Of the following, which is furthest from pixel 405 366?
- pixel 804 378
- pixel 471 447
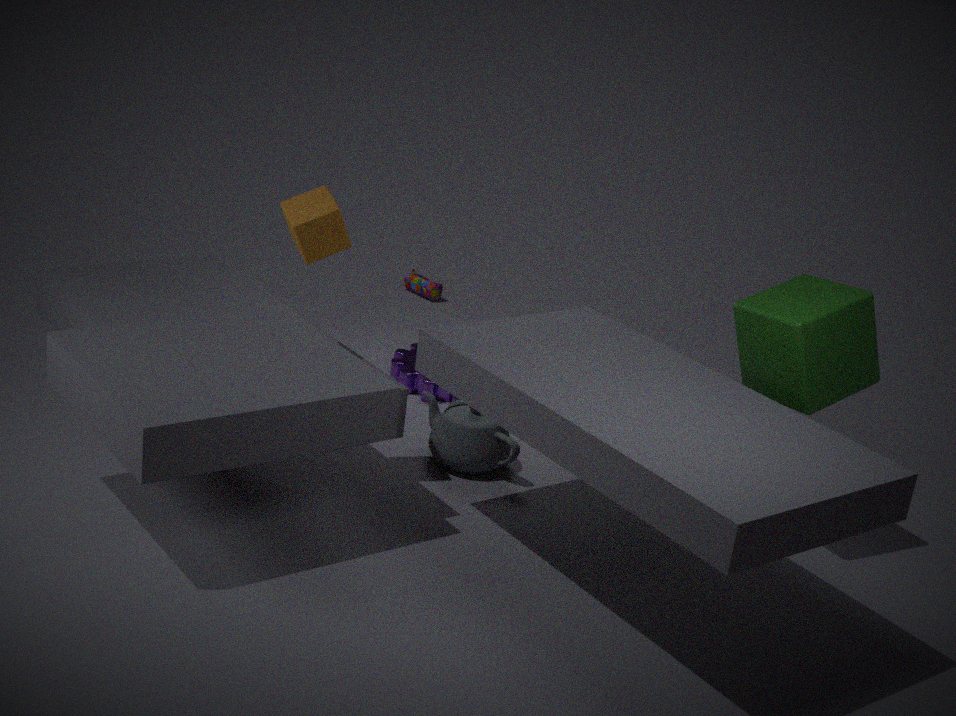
pixel 804 378
